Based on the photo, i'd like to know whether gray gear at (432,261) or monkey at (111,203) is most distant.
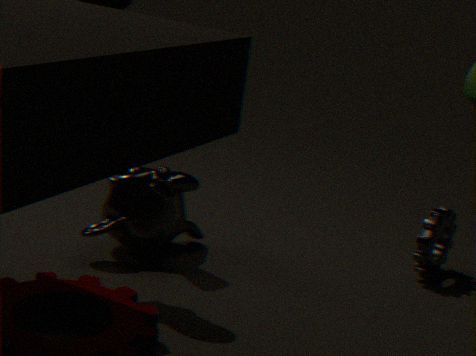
gray gear at (432,261)
